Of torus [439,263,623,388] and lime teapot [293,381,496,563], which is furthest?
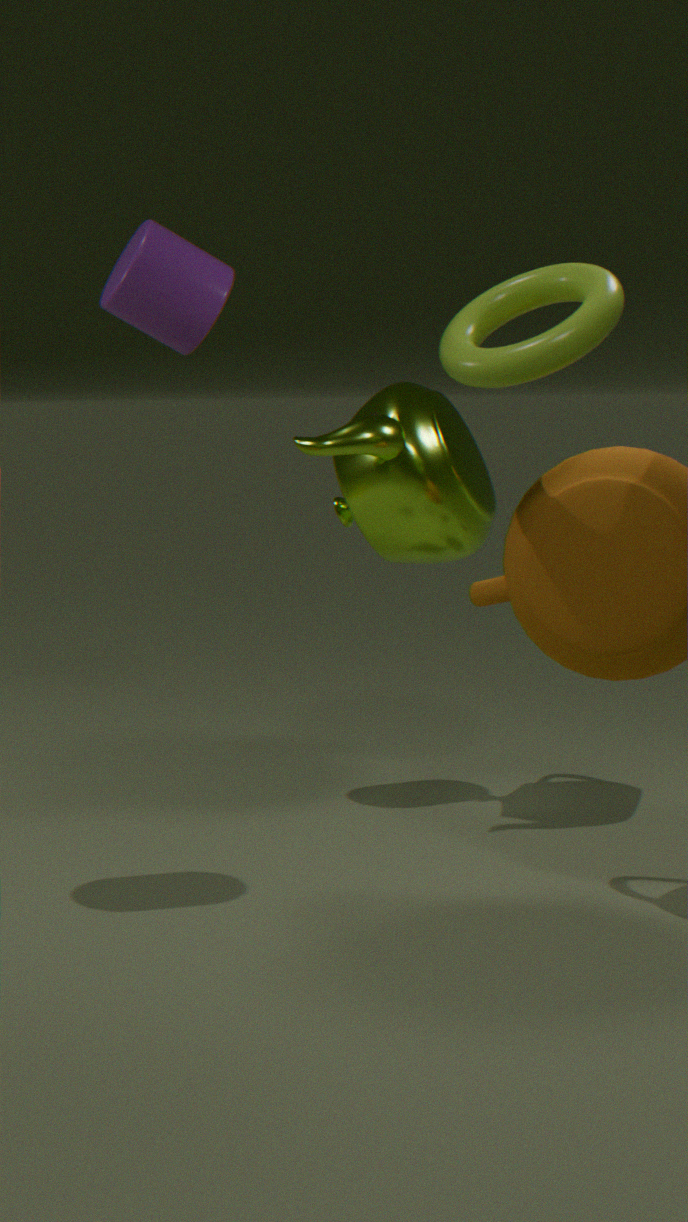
lime teapot [293,381,496,563]
